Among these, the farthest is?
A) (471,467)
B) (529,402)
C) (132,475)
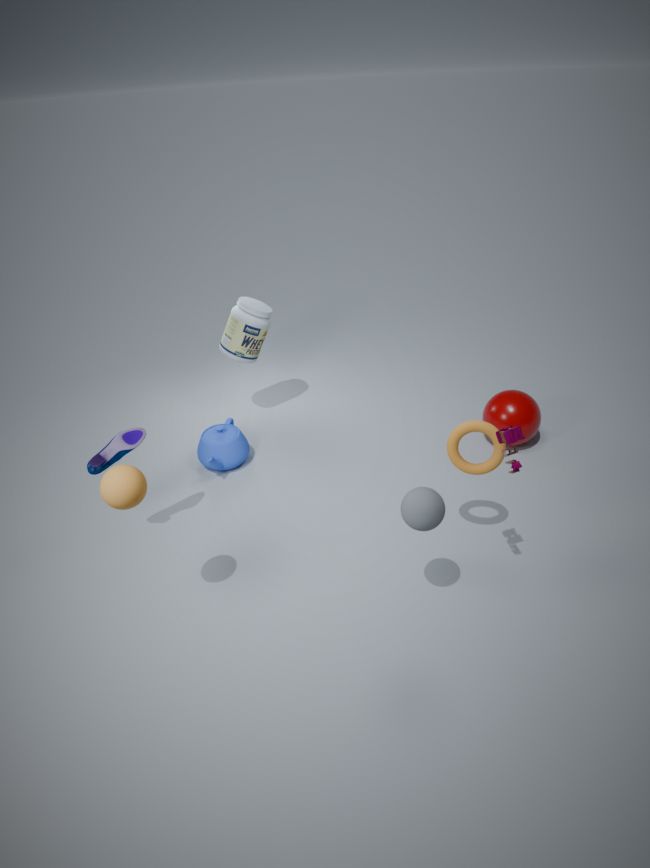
(529,402)
